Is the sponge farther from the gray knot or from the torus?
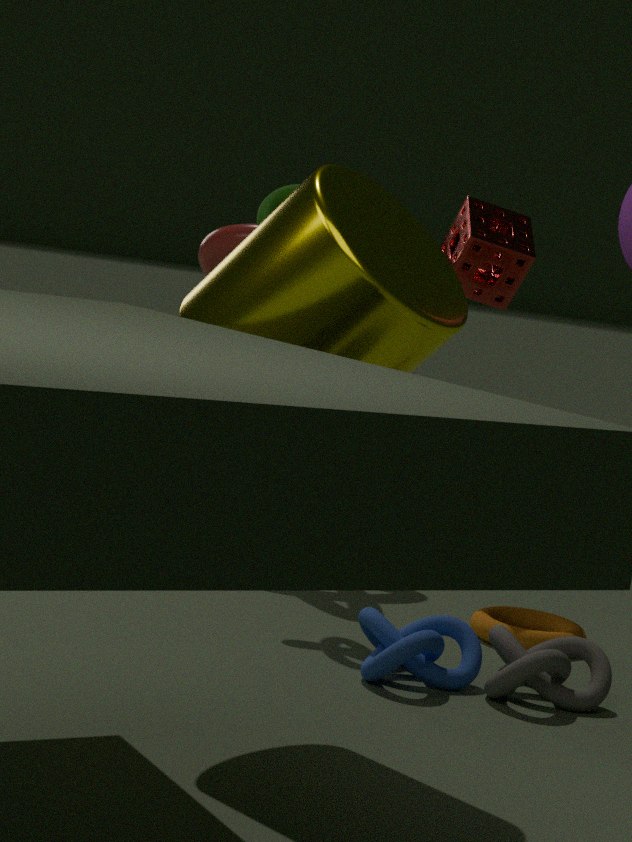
the gray knot
